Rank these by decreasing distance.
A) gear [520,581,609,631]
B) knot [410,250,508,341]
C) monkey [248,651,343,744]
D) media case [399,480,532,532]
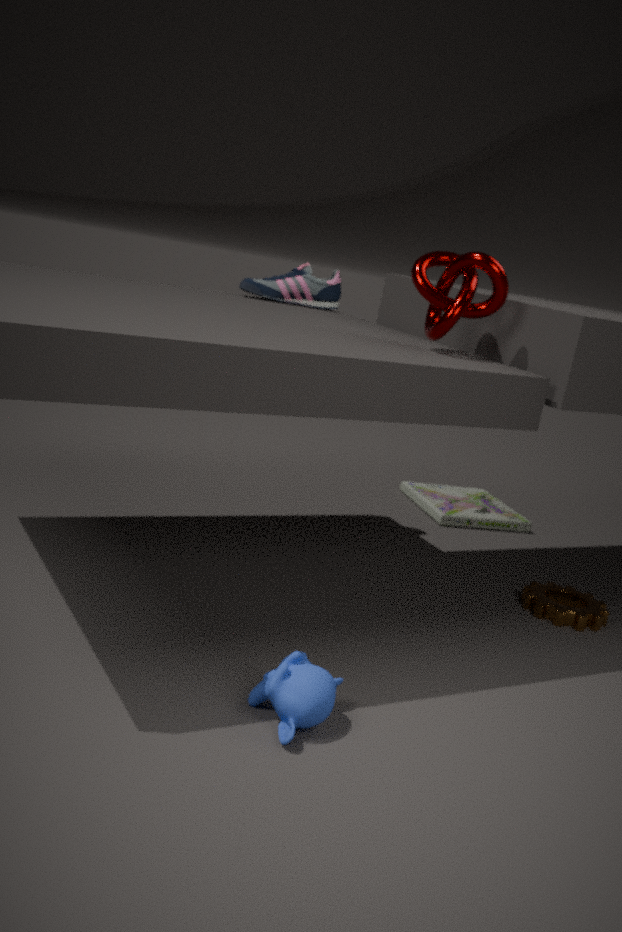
media case [399,480,532,532] → gear [520,581,609,631] → knot [410,250,508,341] → monkey [248,651,343,744]
